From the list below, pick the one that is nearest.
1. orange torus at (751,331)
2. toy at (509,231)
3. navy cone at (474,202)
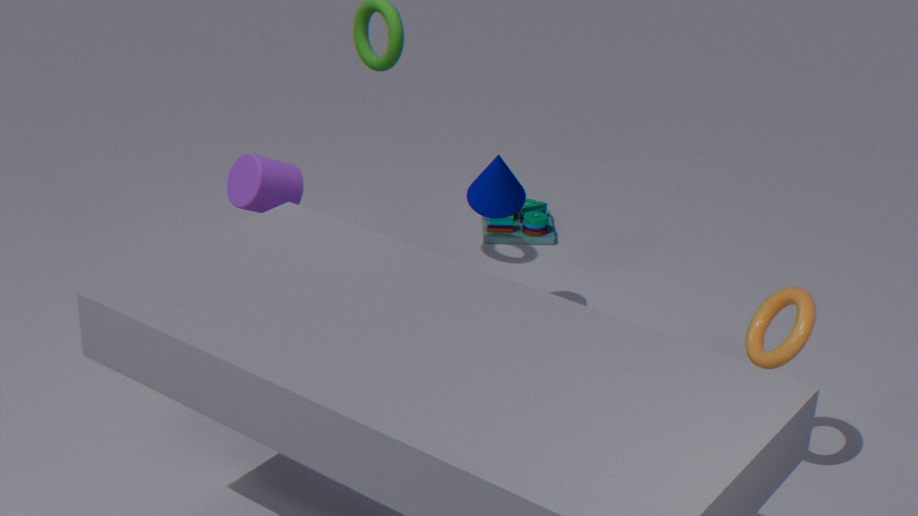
orange torus at (751,331)
